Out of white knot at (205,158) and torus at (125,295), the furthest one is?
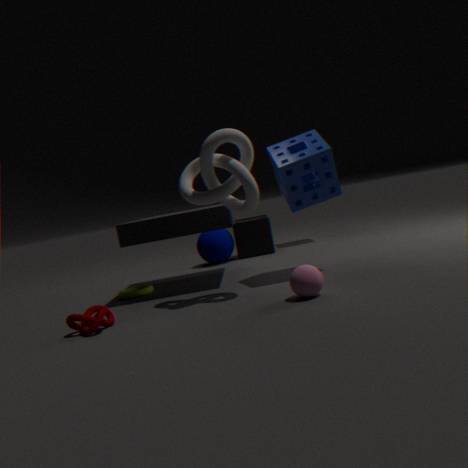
torus at (125,295)
